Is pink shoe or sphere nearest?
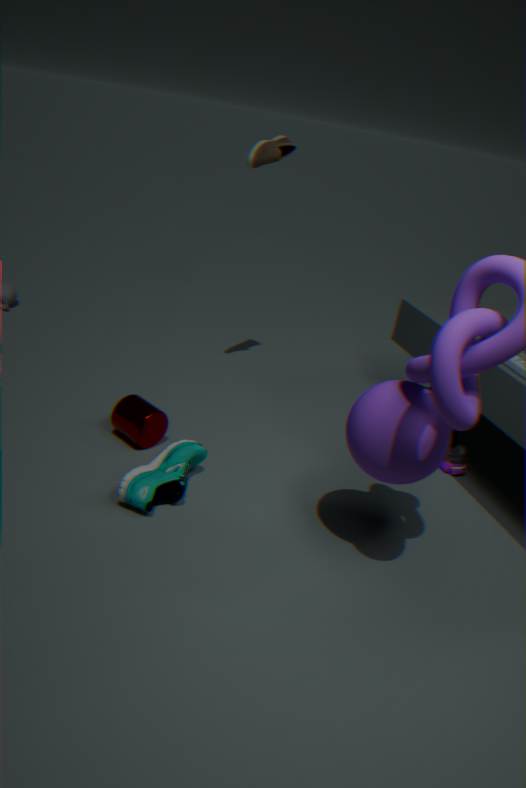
sphere
